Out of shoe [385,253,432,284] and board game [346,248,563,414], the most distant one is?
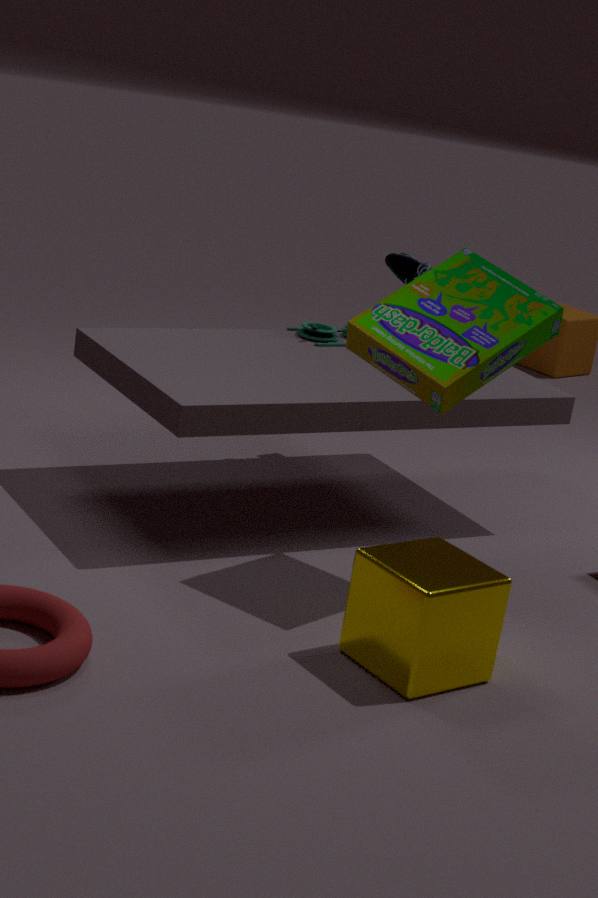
shoe [385,253,432,284]
